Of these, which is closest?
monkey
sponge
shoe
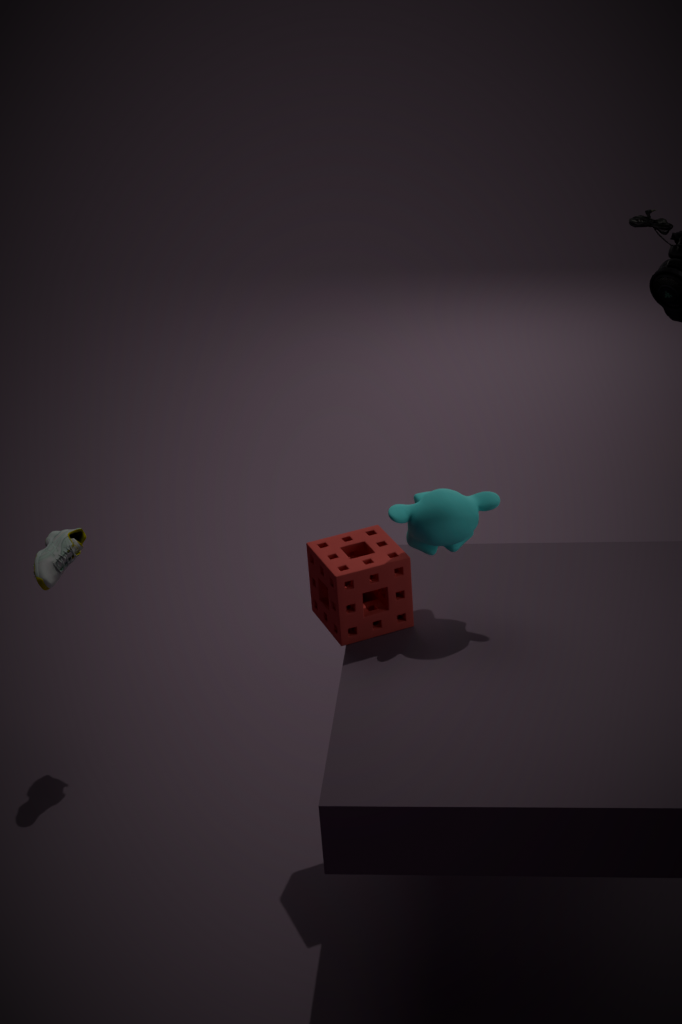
monkey
